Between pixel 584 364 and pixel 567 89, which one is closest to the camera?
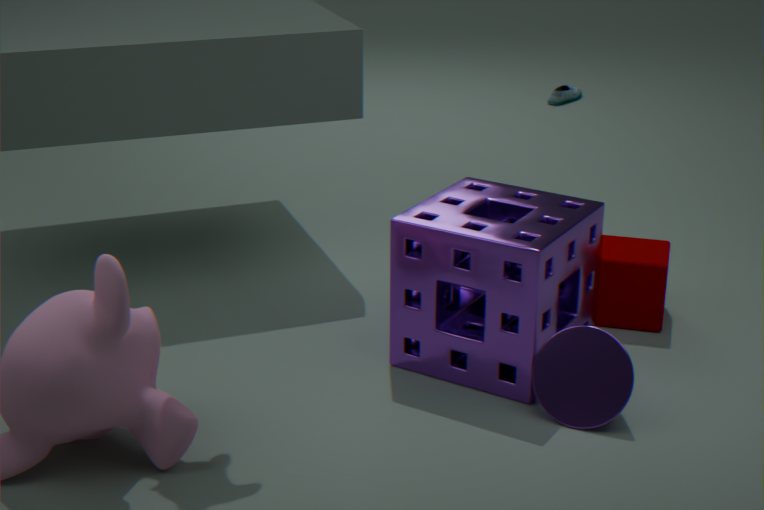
pixel 584 364
